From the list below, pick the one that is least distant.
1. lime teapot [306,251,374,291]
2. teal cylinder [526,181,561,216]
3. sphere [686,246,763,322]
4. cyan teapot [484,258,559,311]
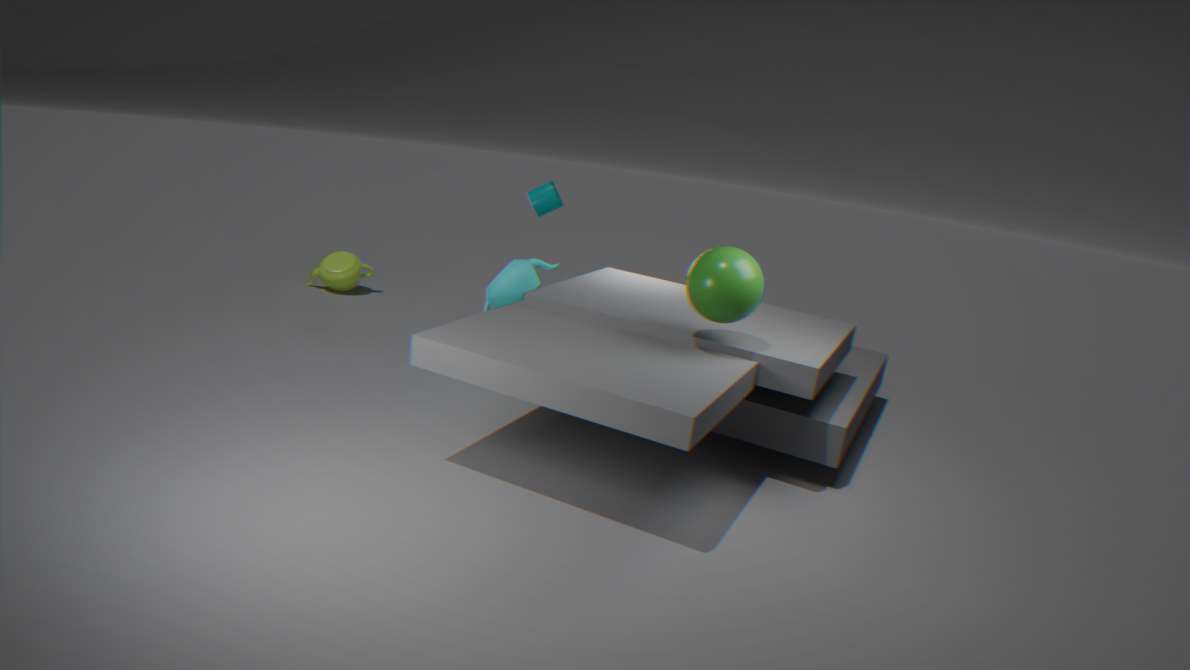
sphere [686,246,763,322]
